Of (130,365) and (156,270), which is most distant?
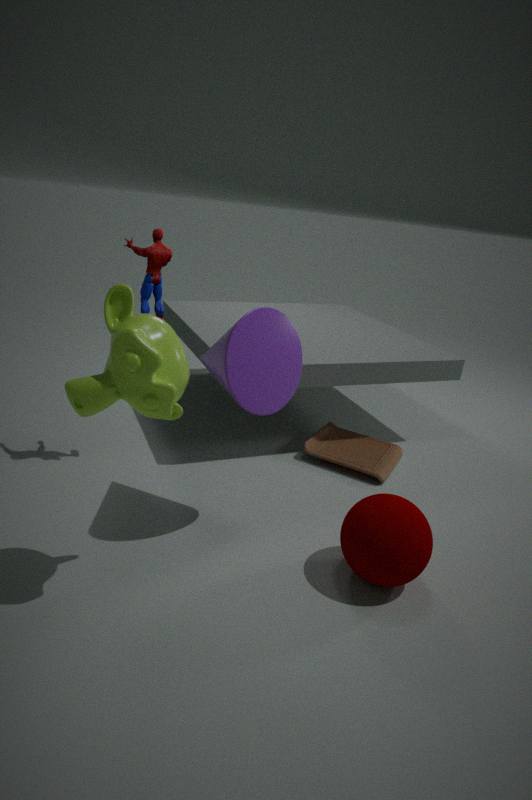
(156,270)
